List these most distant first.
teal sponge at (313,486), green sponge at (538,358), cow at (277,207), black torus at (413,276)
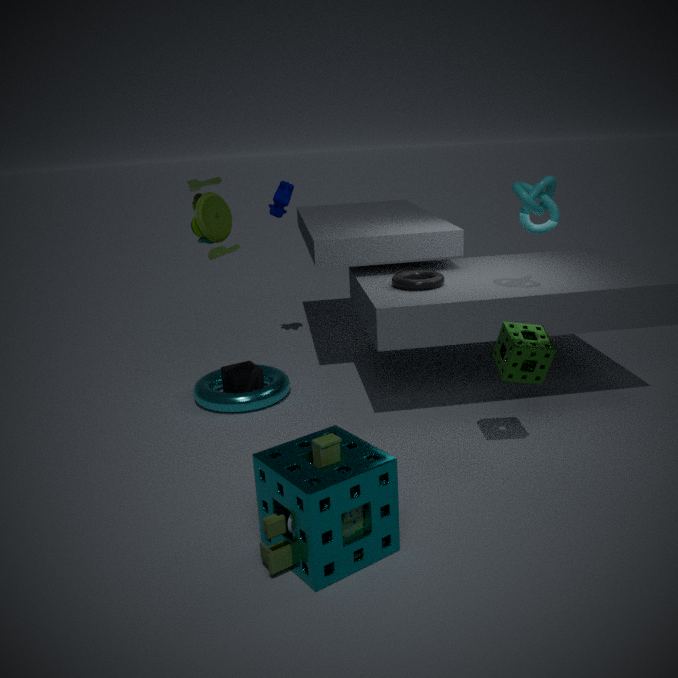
cow at (277,207)
black torus at (413,276)
green sponge at (538,358)
teal sponge at (313,486)
